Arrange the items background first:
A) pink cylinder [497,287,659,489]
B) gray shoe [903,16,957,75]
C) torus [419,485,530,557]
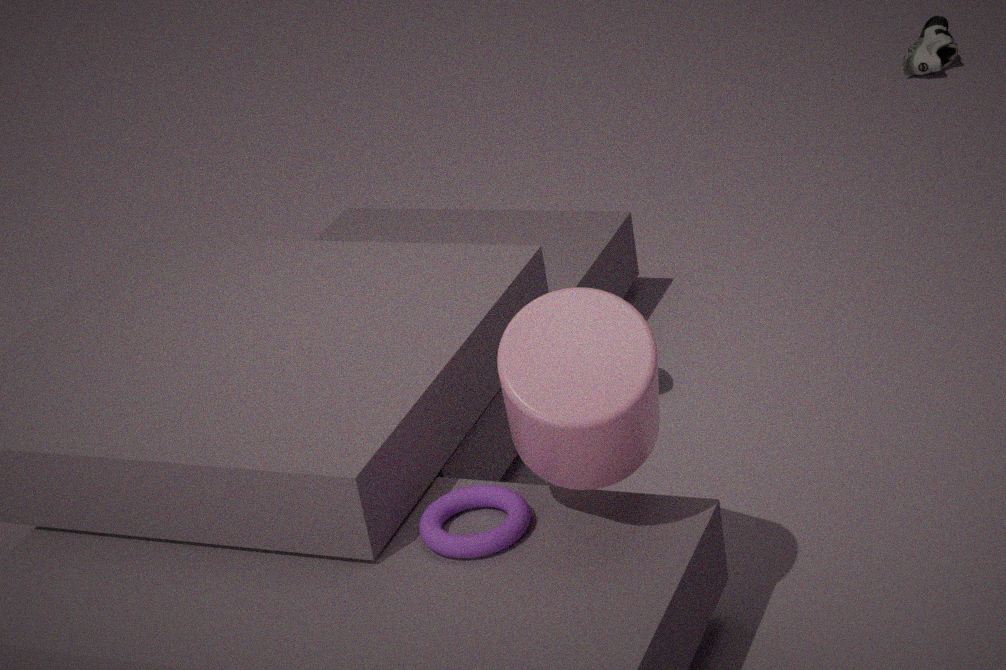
B. gray shoe [903,16,957,75] → C. torus [419,485,530,557] → A. pink cylinder [497,287,659,489]
